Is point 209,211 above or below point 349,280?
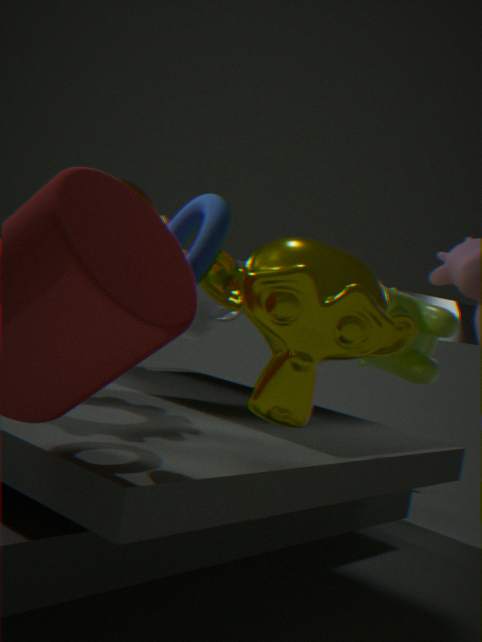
above
